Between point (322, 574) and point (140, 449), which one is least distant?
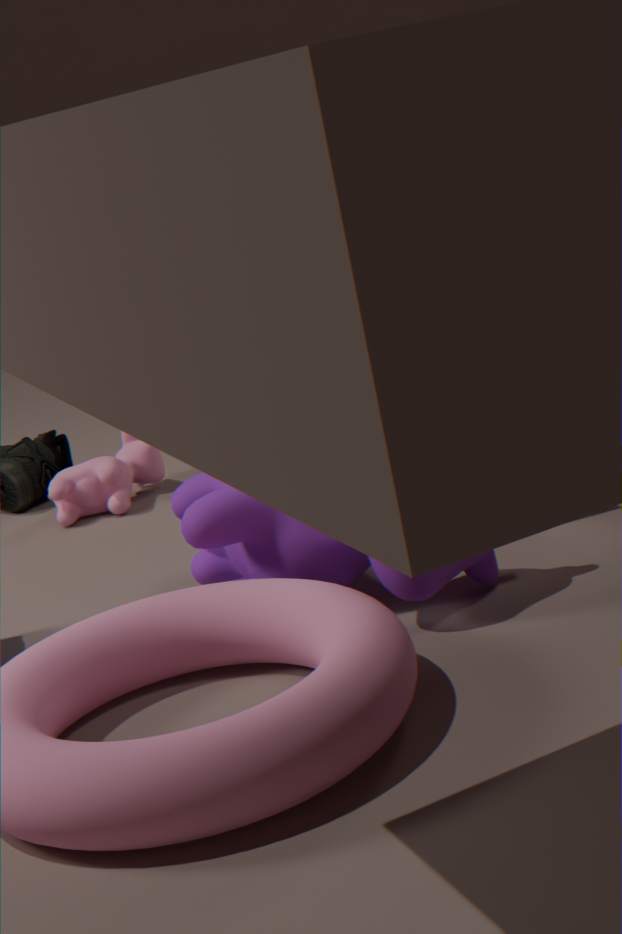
point (322, 574)
